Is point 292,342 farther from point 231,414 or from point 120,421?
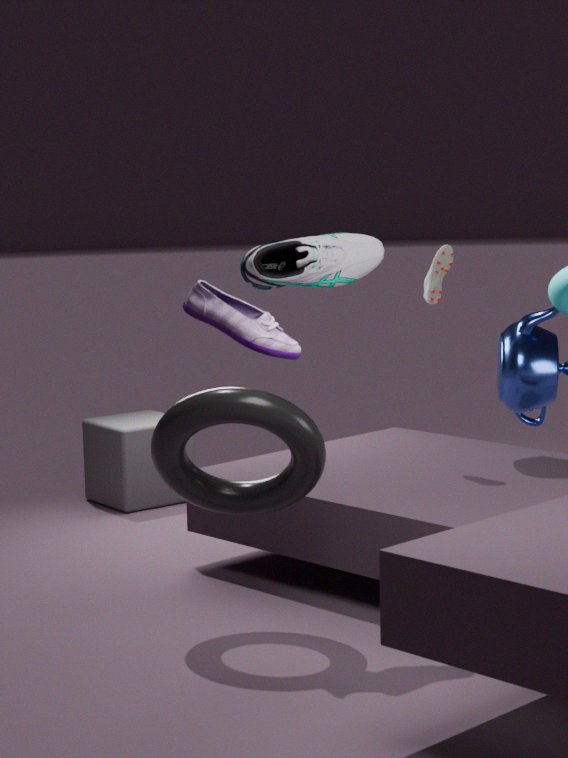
point 120,421
